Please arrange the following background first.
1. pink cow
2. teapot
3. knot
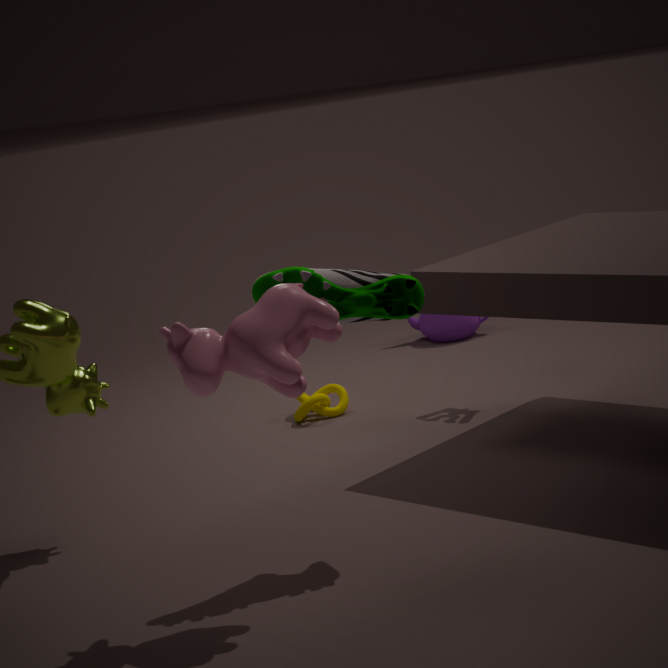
teapot < knot < pink cow
